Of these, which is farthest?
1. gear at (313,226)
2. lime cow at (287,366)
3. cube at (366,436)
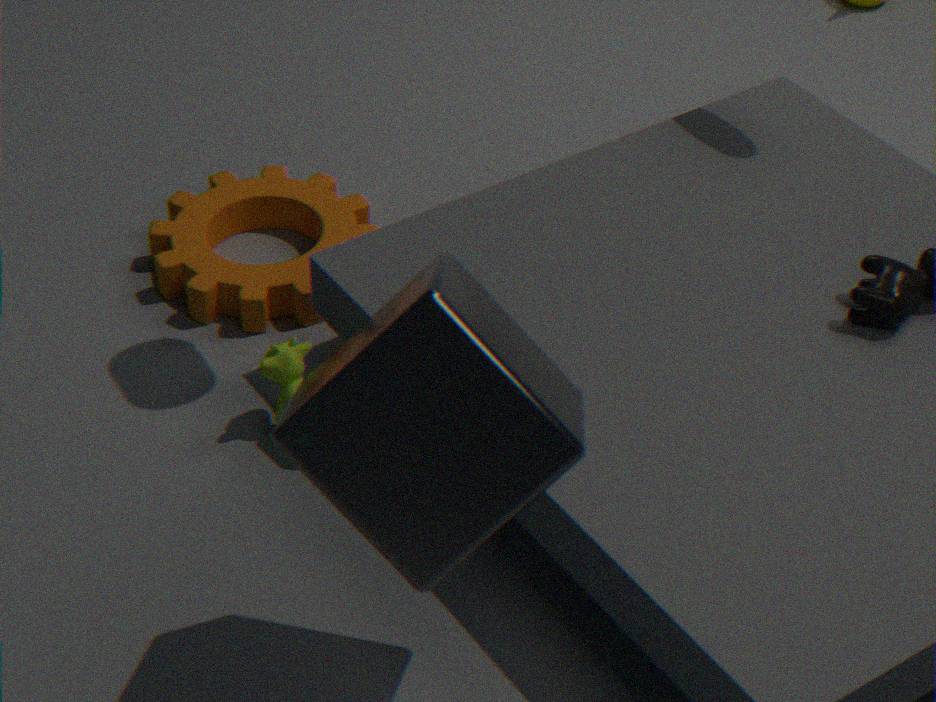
gear at (313,226)
